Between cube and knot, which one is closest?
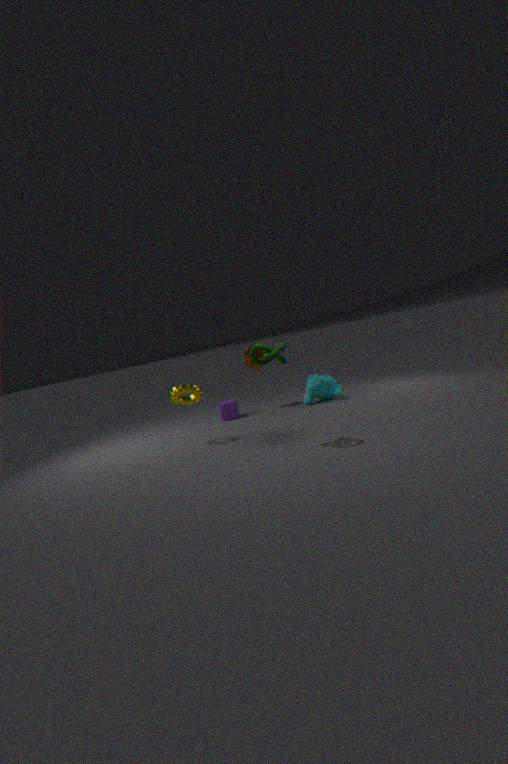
knot
